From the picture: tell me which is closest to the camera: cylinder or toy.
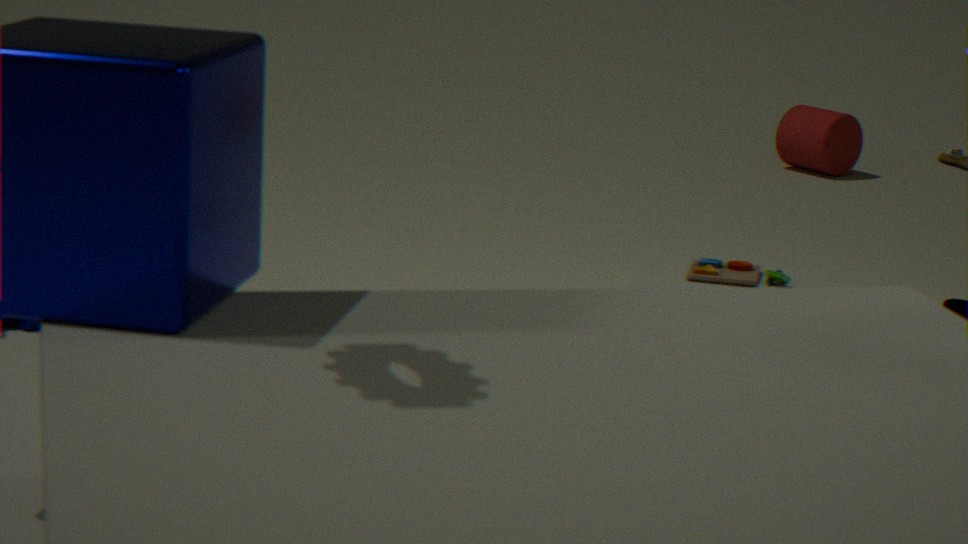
toy
